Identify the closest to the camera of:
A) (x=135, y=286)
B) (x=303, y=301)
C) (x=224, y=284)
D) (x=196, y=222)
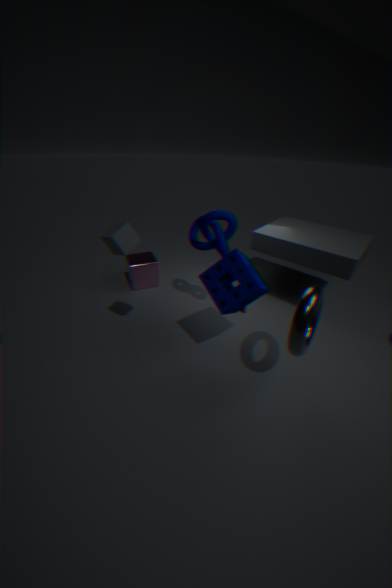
B. (x=303, y=301)
